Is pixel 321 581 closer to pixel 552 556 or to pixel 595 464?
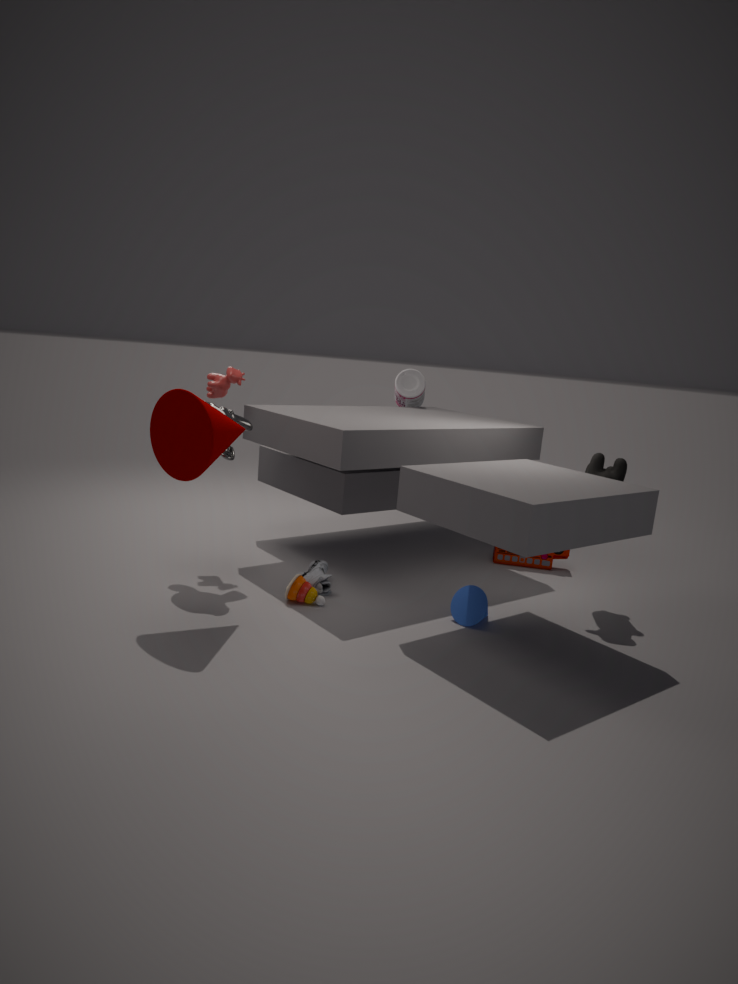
pixel 552 556
